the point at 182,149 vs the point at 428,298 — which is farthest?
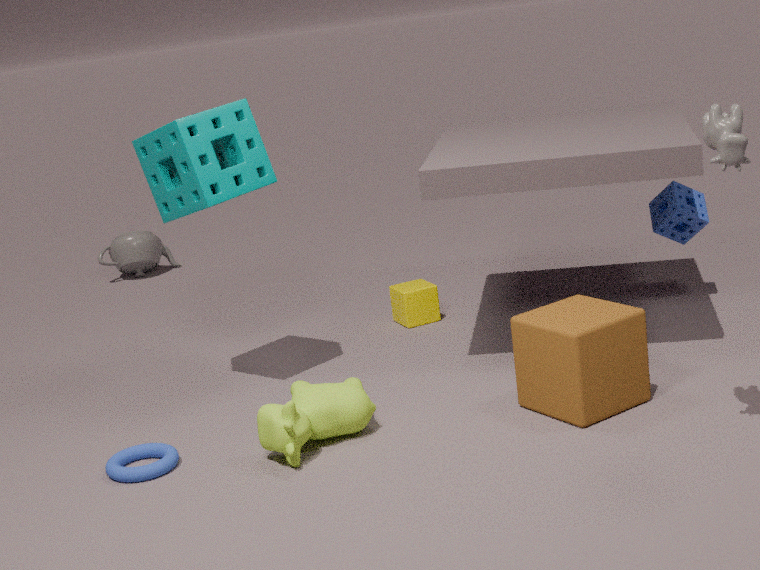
the point at 428,298
